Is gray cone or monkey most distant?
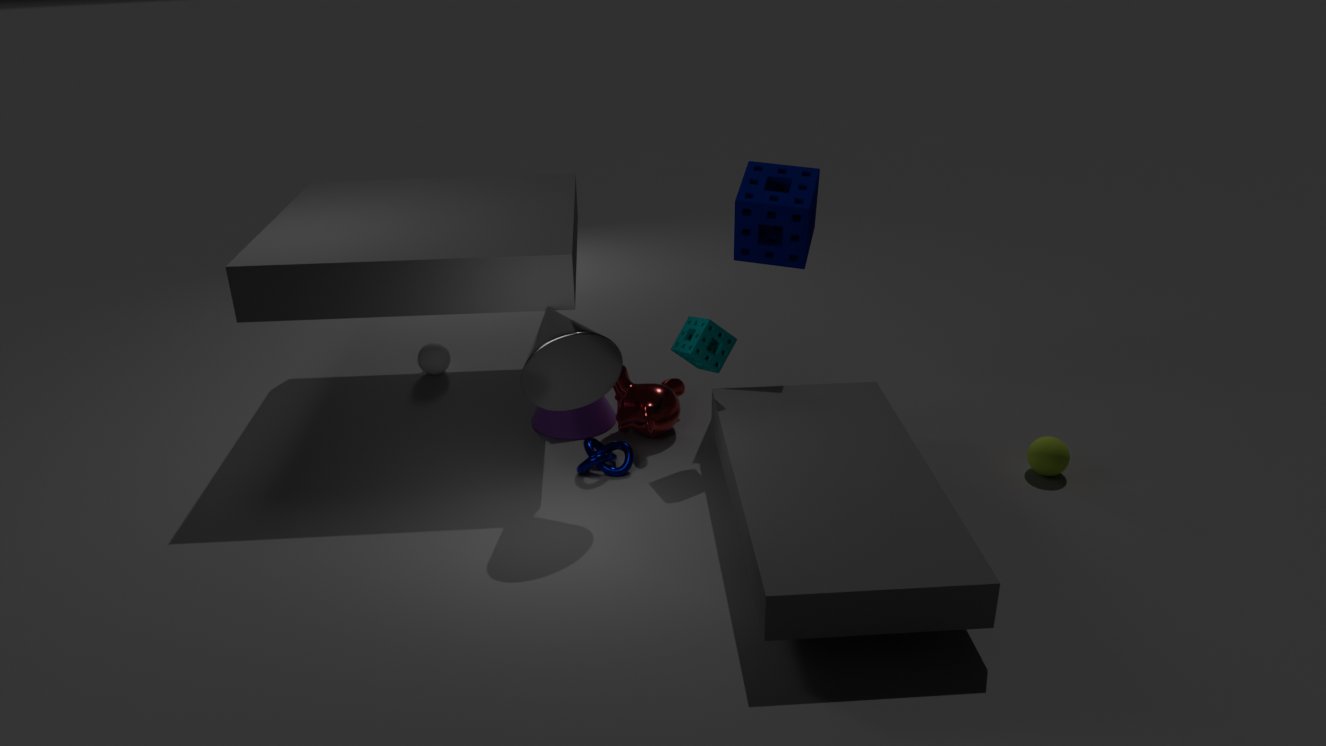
monkey
